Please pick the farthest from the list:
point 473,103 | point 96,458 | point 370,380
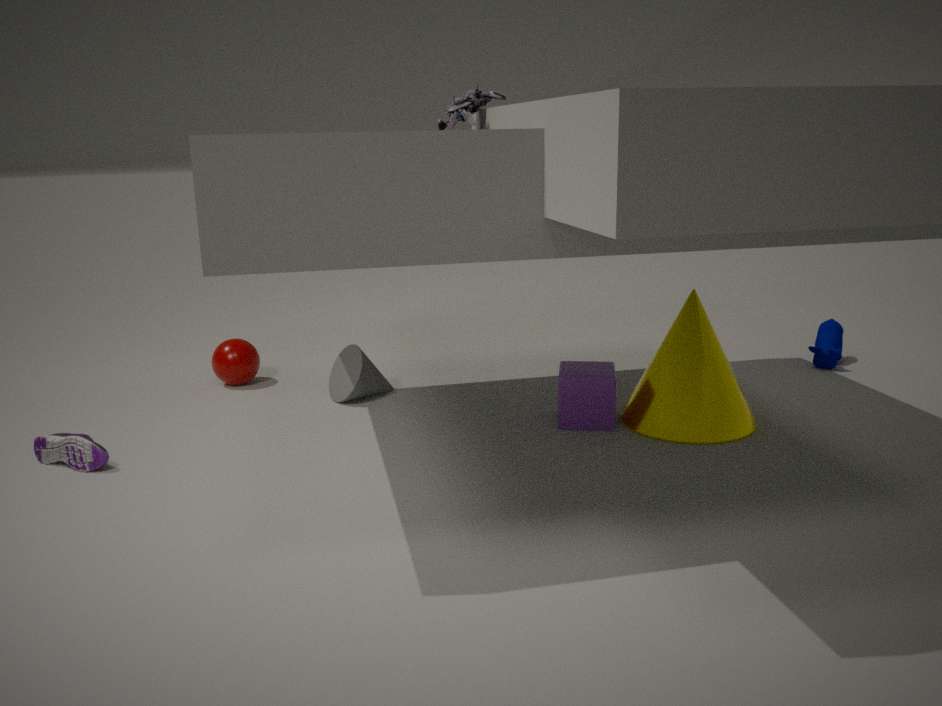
point 370,380
